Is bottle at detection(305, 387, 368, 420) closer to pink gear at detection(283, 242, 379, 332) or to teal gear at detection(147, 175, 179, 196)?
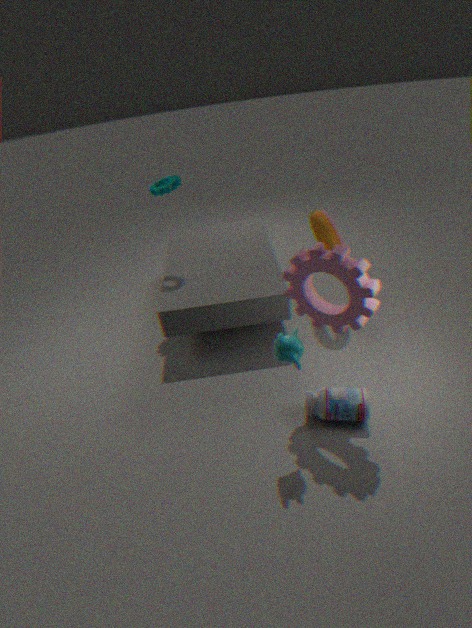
pink gear at detection(283, 242, 379, 332)
